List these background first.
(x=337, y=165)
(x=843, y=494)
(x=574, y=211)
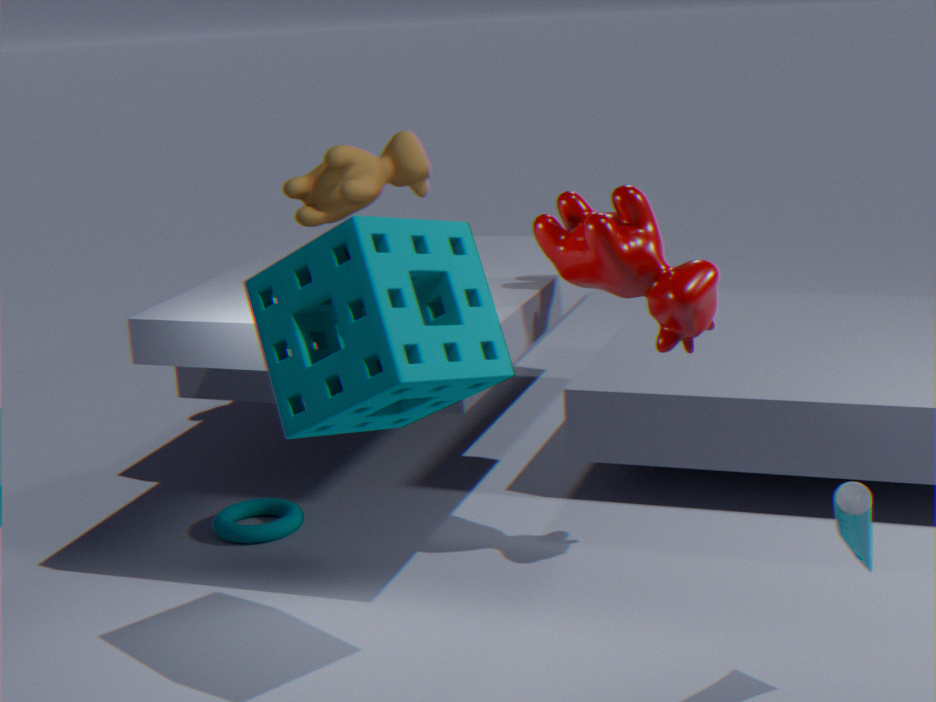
(x=337, y=165)
(x=574, y=211)
(x=843, y=494)
